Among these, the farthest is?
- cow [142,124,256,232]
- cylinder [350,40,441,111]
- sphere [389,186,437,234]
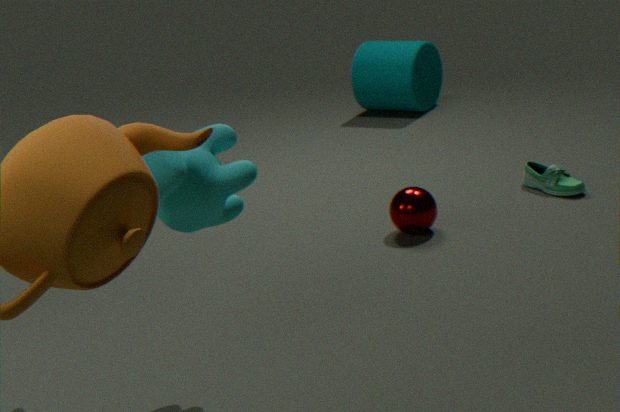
cylinder [350,40,441,111]
